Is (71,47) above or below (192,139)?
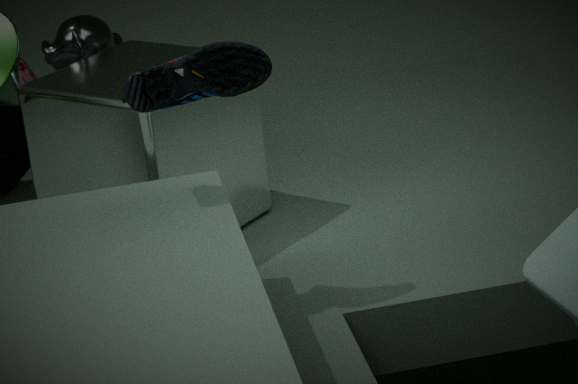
above
